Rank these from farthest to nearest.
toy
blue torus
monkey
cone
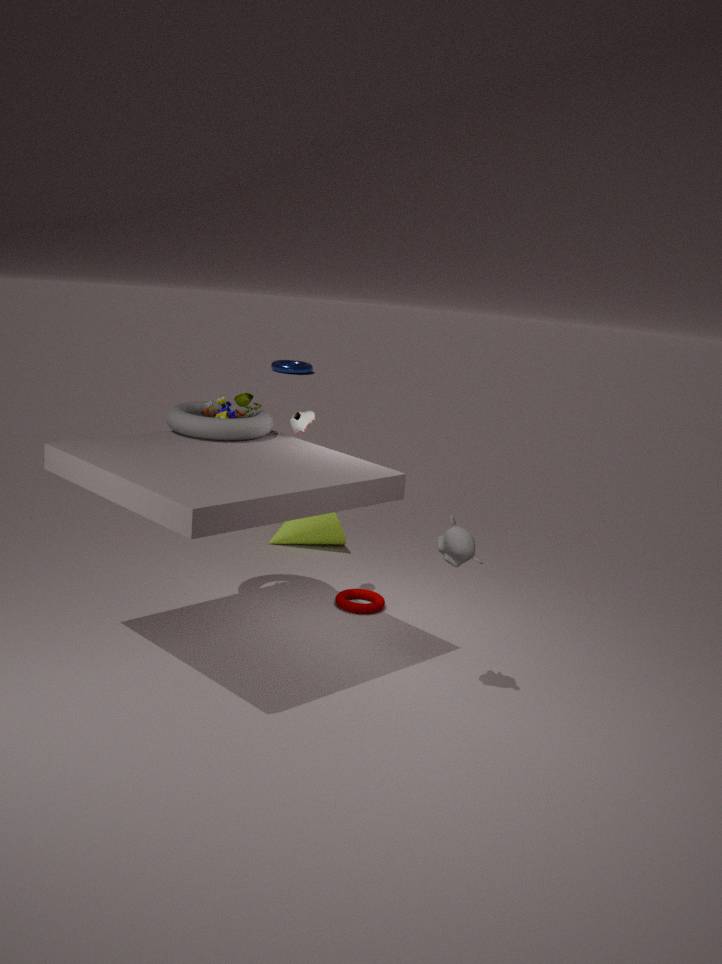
1. blue torus
2. cone
3. toy
4. monkey
